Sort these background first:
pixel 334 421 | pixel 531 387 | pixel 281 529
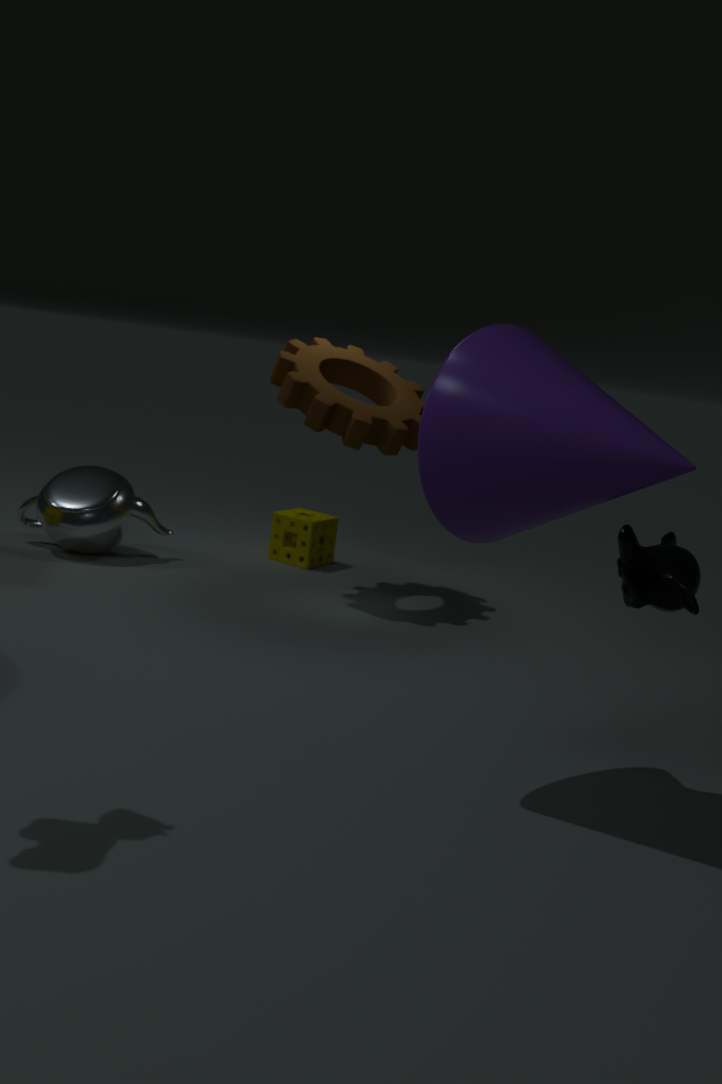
1. pixel 281 529
2. pixel 334 421
3. pixel 531 387
